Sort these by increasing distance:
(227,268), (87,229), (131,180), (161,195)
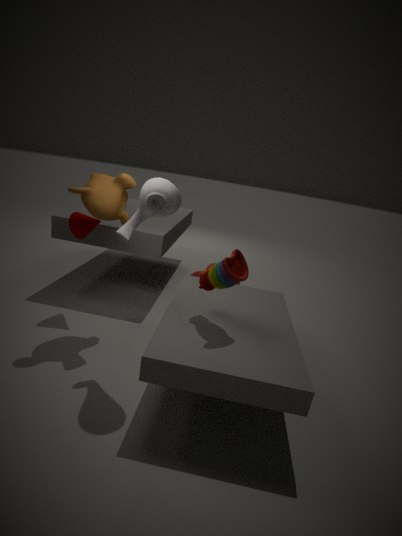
(227,268)
(161,195)
(131,180)
(87,229)
